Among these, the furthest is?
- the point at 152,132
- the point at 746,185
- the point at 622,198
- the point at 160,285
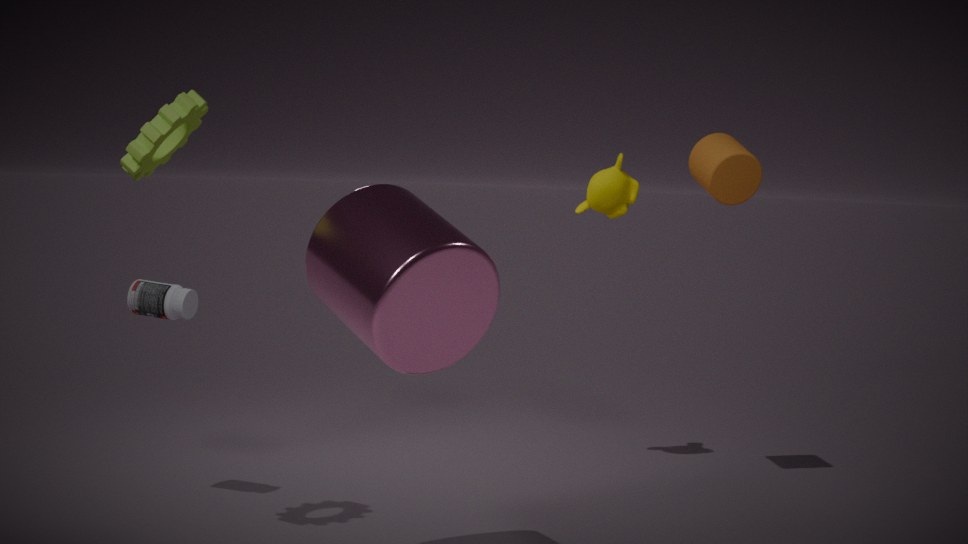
the point at 622,198
